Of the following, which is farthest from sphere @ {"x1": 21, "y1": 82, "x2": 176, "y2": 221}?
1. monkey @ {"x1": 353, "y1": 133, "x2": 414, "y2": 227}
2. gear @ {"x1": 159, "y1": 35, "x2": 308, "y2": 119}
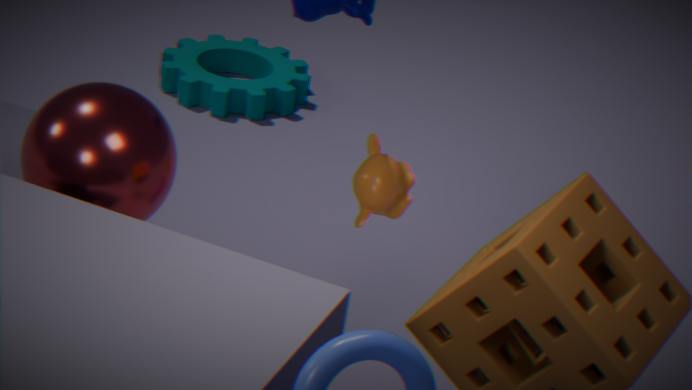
gear @ {"x1": 159, "y1": 35, "x2": 308, "y2": 119}
